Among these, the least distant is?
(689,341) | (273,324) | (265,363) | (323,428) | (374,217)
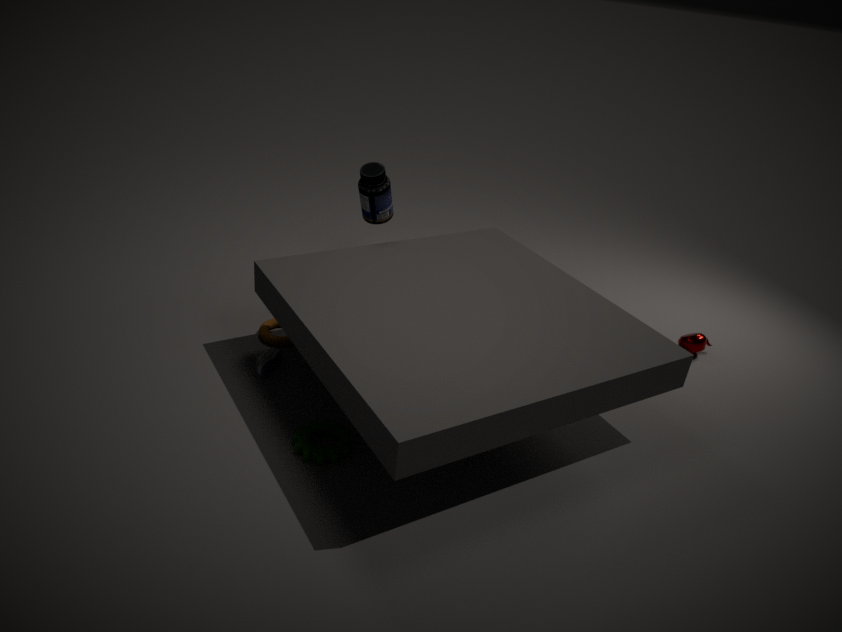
(323,428)
